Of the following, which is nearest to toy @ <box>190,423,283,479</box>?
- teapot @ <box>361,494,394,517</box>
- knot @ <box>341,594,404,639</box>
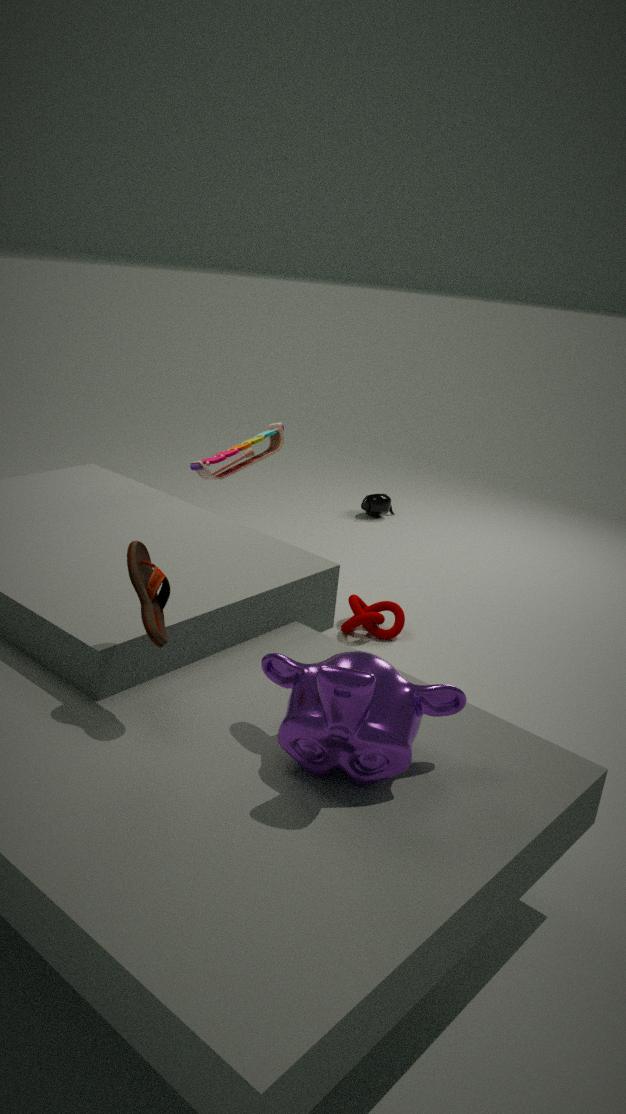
knot @ <box>341,594,404,639</box>
